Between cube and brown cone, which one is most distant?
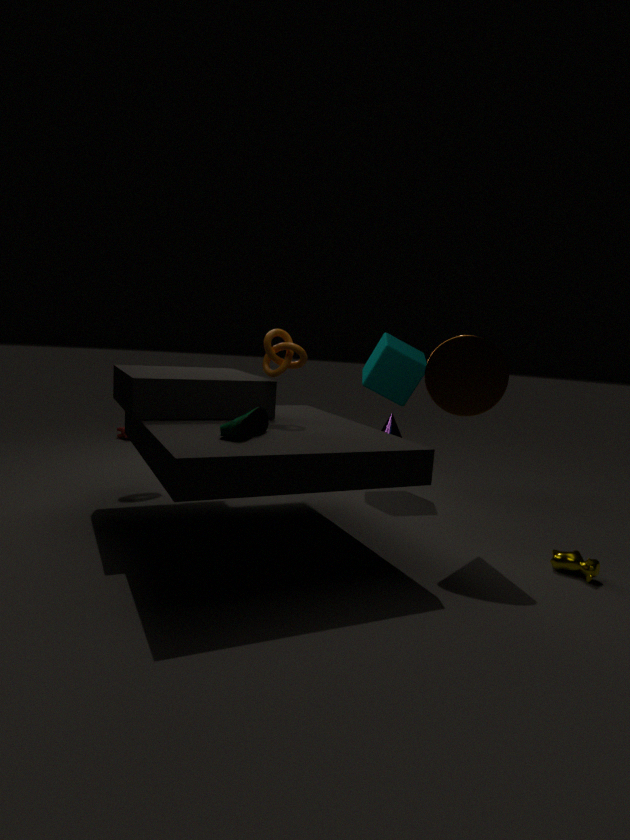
cube
